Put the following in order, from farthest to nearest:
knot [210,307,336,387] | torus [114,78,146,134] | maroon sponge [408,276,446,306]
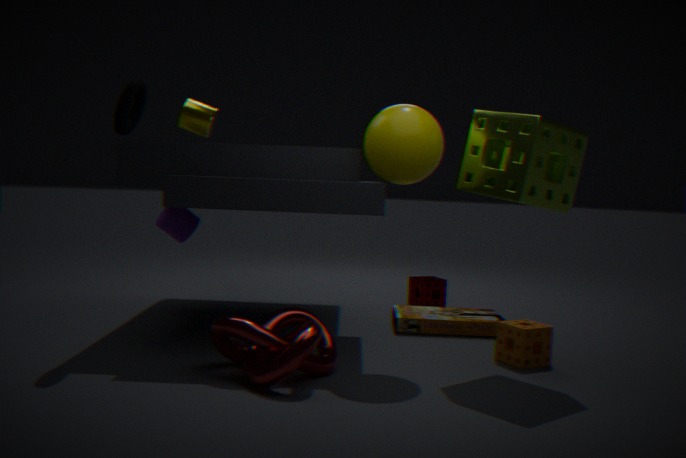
maroon sponge [408,276,446,306] < torus [114,78,146,134] < knot [210,307,336,387]
